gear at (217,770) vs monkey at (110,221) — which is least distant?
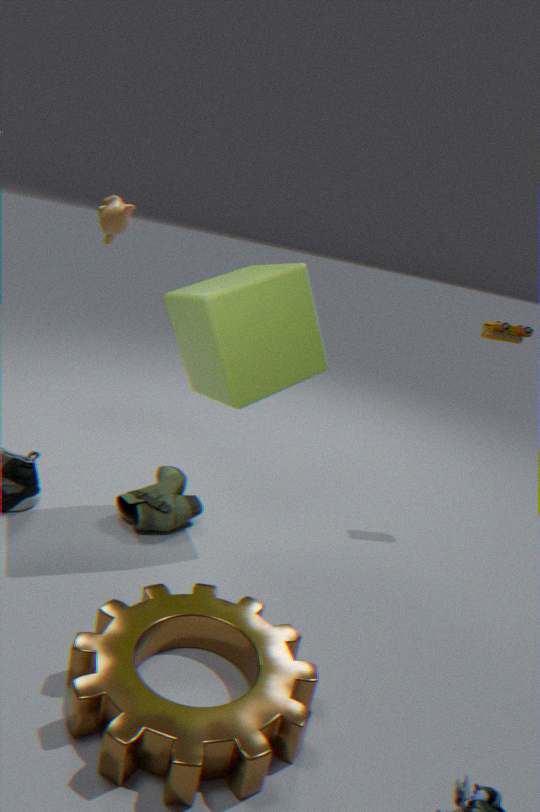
gear at (217,770)
